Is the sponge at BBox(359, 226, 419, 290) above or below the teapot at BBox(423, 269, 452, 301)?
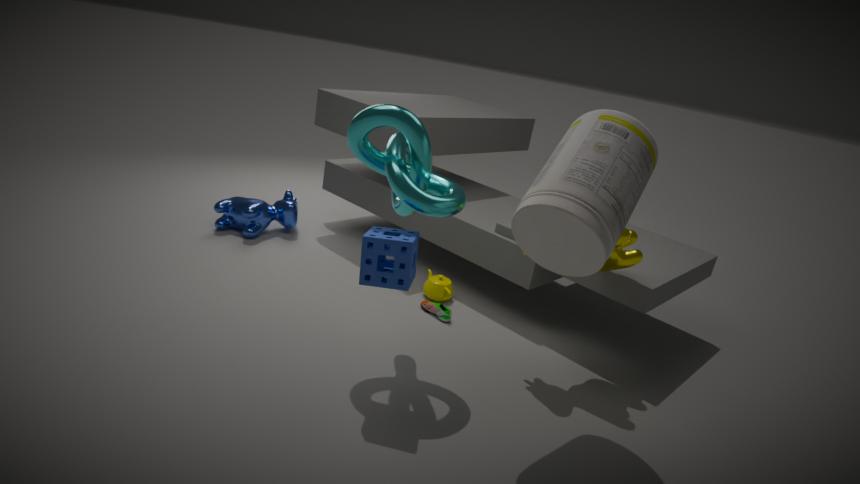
above
